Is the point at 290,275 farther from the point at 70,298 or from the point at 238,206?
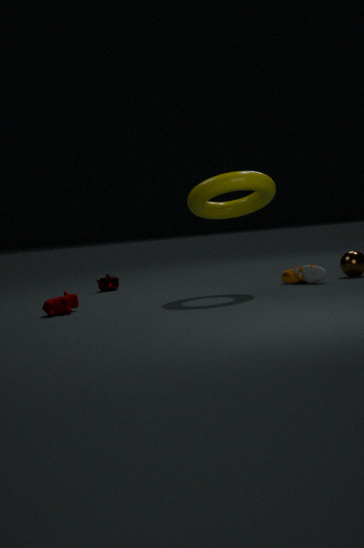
the point at 70,298
